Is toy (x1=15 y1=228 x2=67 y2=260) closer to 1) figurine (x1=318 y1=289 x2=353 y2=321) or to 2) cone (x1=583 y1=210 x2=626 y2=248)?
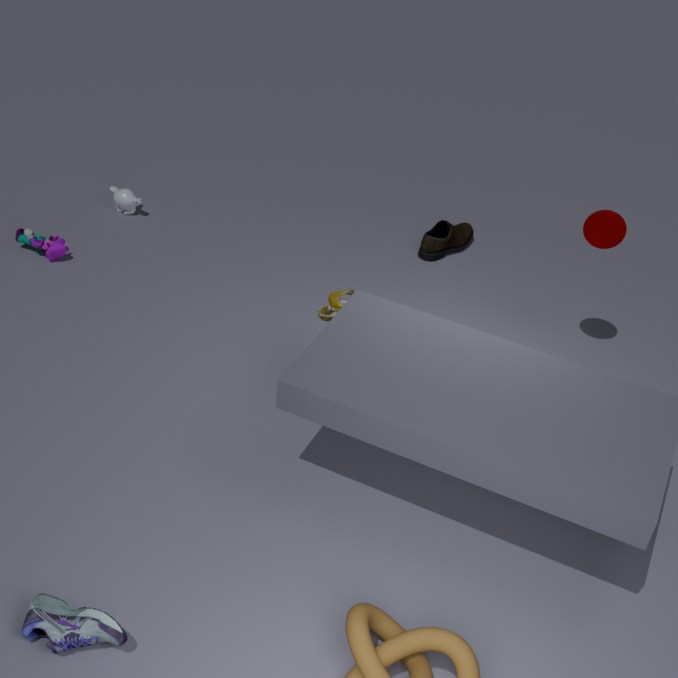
1) figurine (x1=318 y1=289 x2=353 y2=321)
